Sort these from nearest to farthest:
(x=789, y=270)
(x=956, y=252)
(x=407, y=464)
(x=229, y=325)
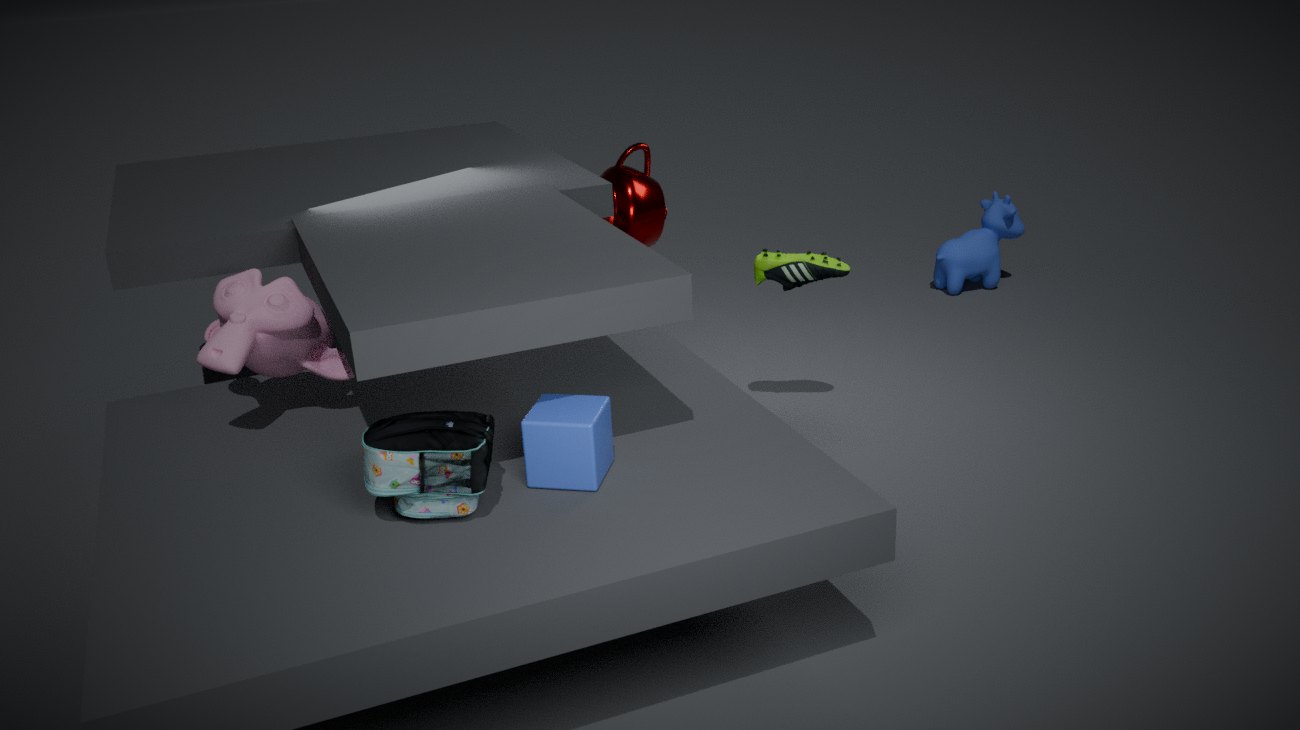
1. (x=407, y=464)
2. (x=229, y=325)
3. (x=789, y=270)
4. (x=956, y=252)
